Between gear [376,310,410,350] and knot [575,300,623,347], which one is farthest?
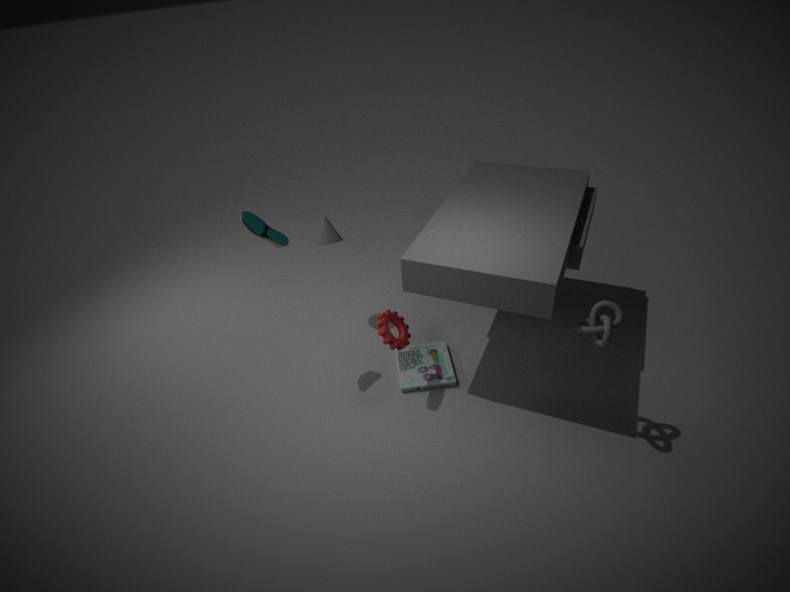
gear [376,310,410,350]
